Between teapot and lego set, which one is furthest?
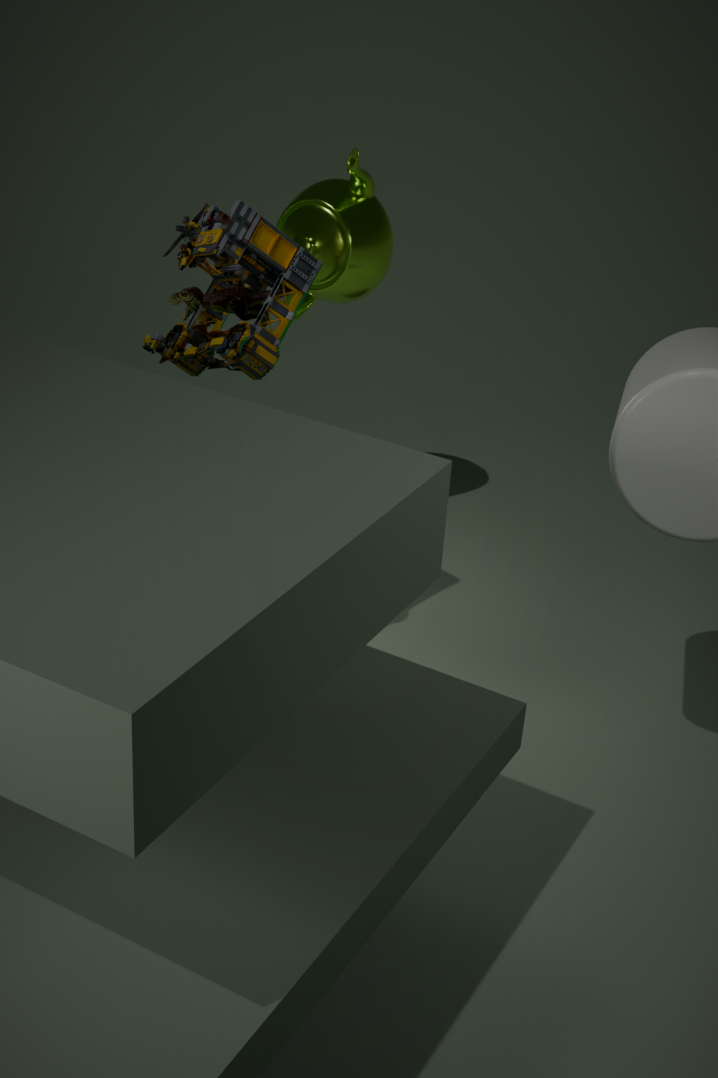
teapot
